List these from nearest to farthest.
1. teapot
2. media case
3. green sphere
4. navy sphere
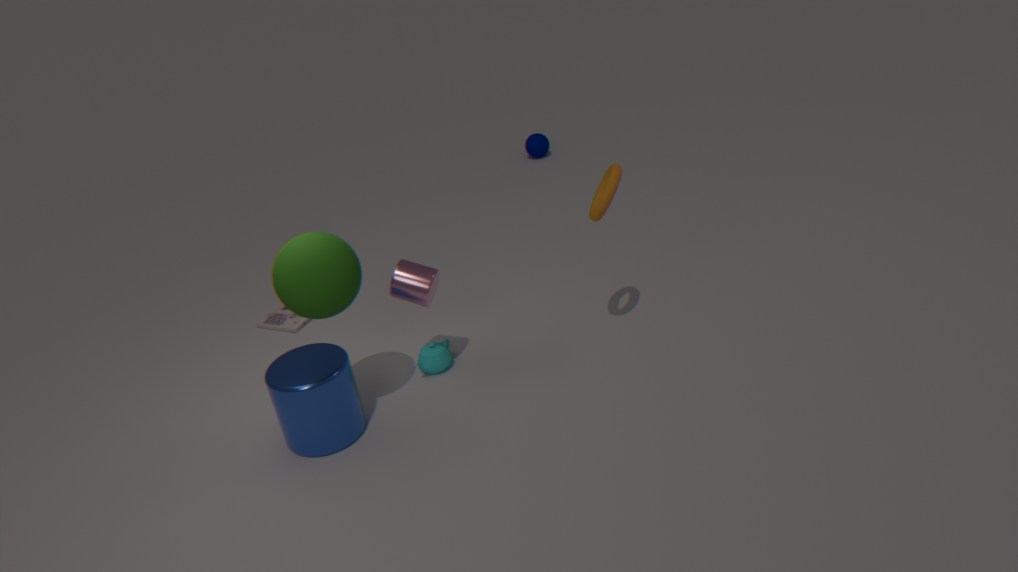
1. green sphere
2. teapot
3. media case
4. navy sphere
